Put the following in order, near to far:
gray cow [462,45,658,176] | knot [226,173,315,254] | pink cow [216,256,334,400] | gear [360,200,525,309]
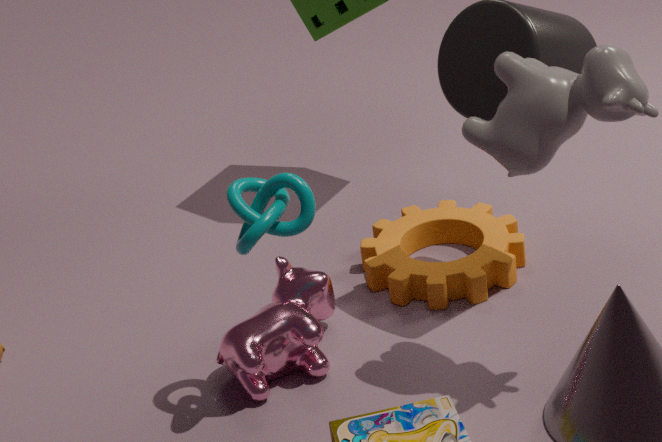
gray cow [462,45,658,176] < knot [226,173,315,254] < pink cow [216,256,334,400] < gear [360,200,525,309]
